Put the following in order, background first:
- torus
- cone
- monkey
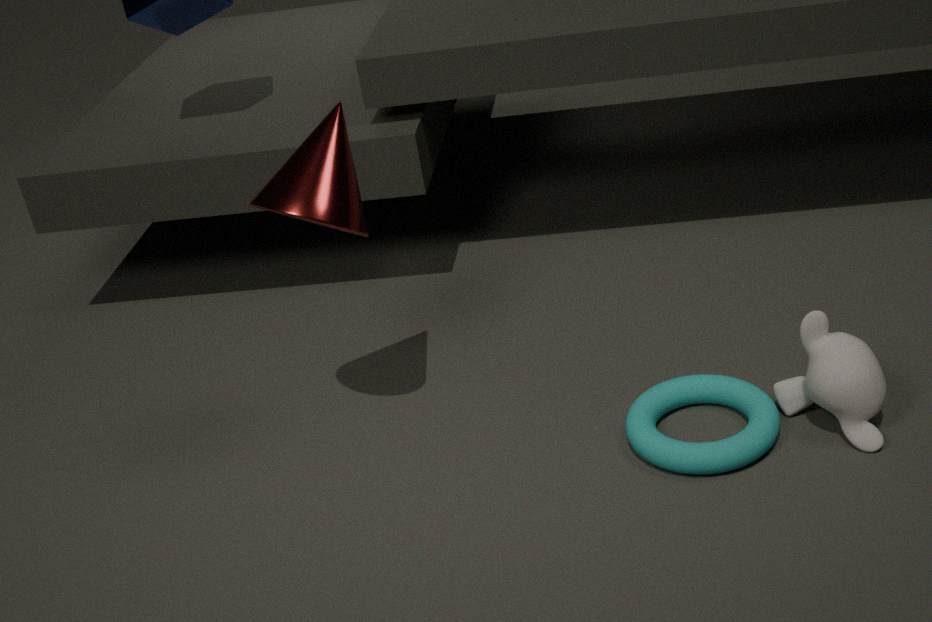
cone
torus
monkey
